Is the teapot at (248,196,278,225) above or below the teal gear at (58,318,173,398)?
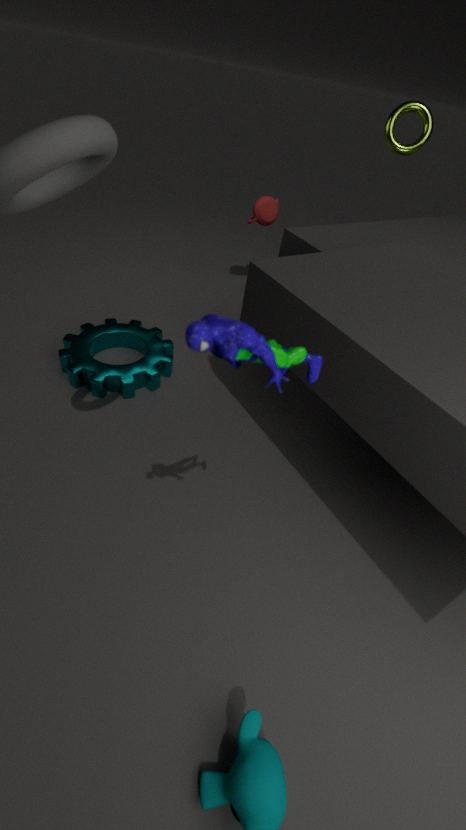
above
